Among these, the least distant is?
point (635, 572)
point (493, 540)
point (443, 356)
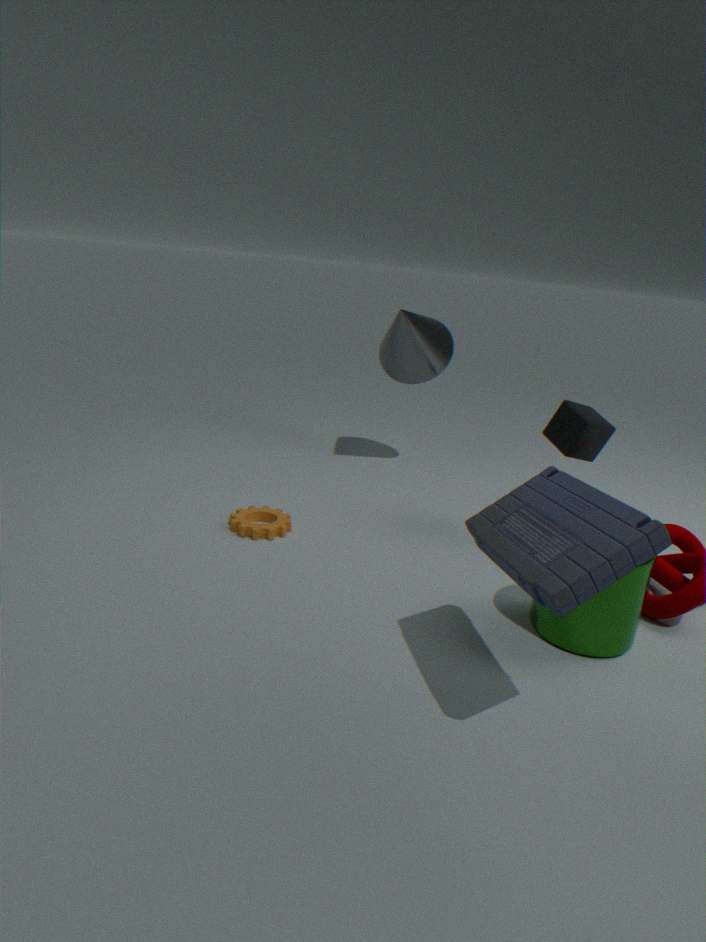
point (493, 540)
